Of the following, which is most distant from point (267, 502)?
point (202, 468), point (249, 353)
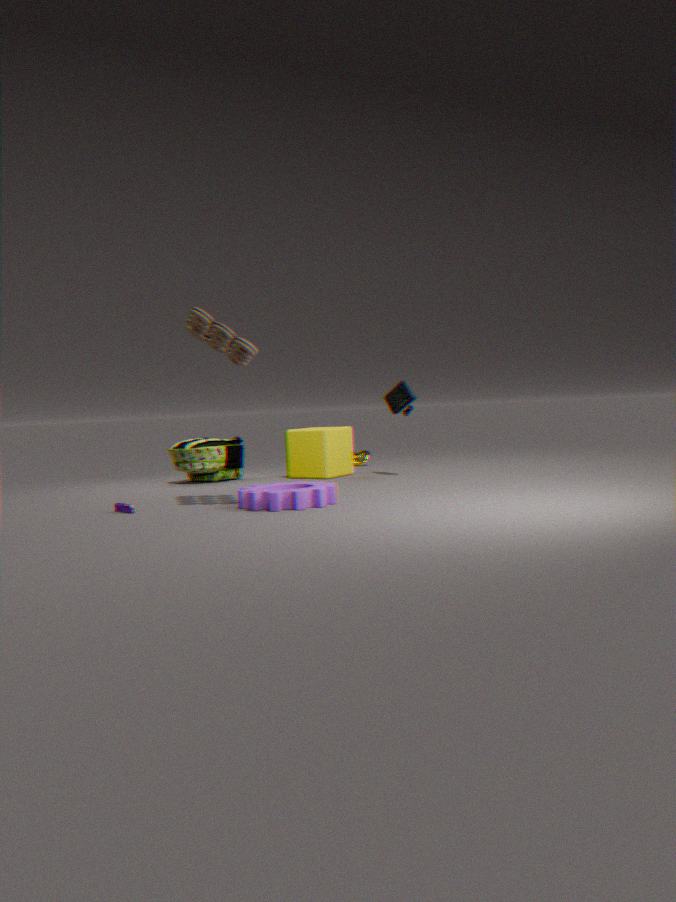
point (202, 468)
